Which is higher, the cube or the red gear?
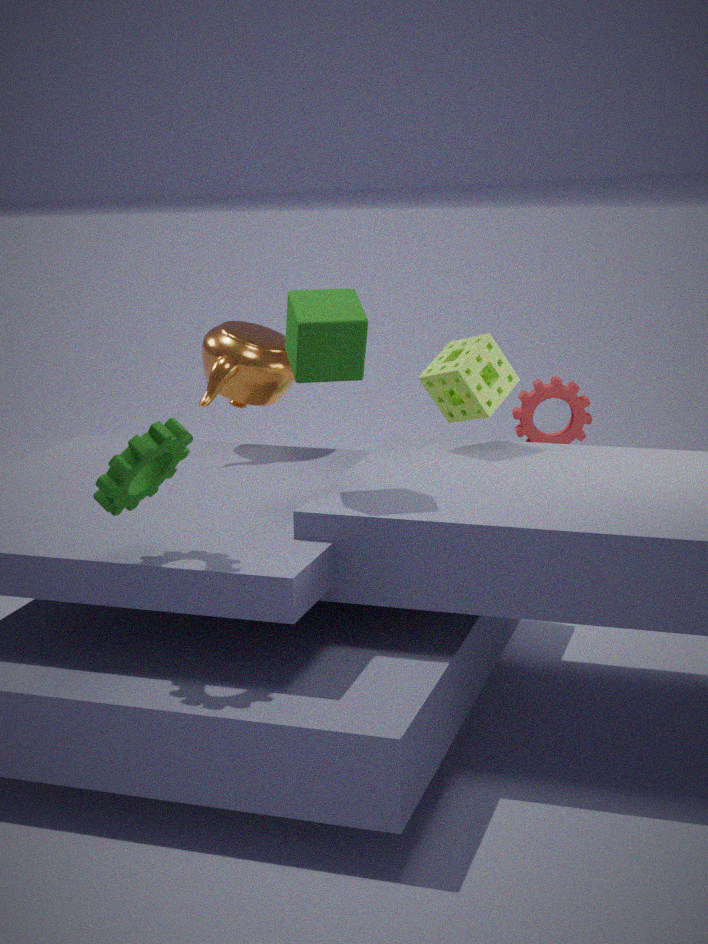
the cube
